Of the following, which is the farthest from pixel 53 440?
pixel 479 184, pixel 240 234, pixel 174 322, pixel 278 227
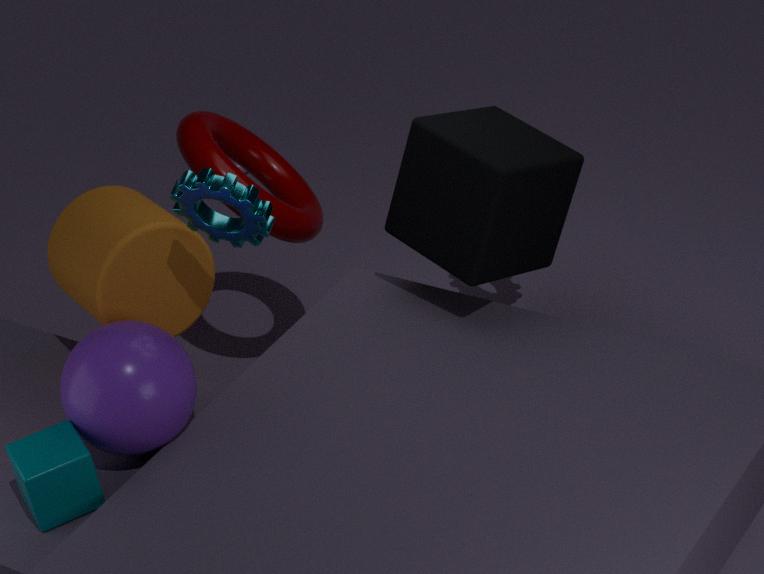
pixel 479 184
